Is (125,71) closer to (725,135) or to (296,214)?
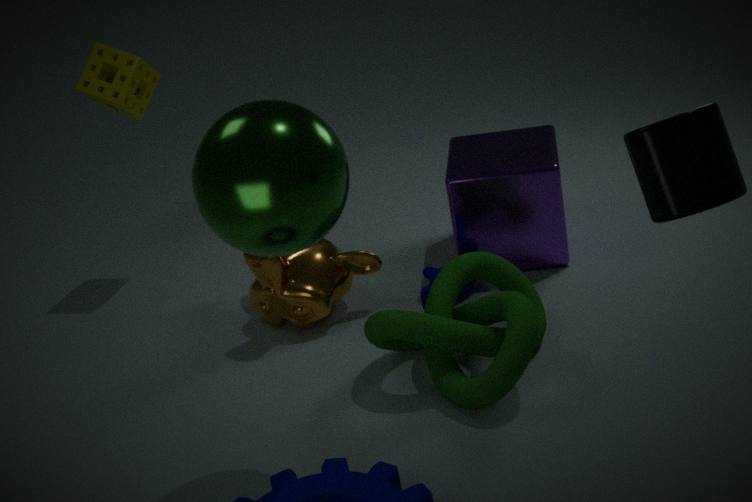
(296,214)
